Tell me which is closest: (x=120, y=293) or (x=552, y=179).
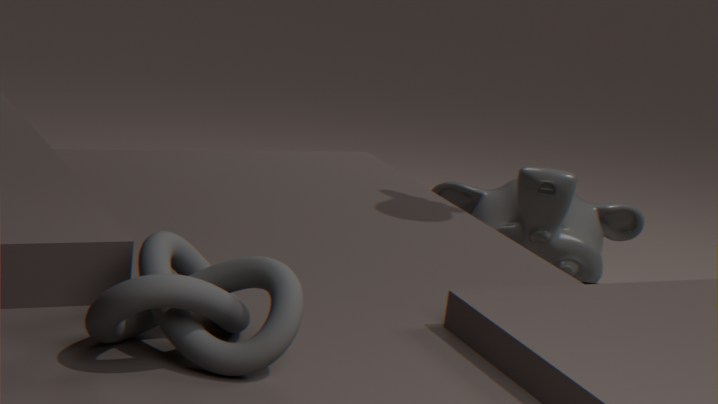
(x=120, y=293)
